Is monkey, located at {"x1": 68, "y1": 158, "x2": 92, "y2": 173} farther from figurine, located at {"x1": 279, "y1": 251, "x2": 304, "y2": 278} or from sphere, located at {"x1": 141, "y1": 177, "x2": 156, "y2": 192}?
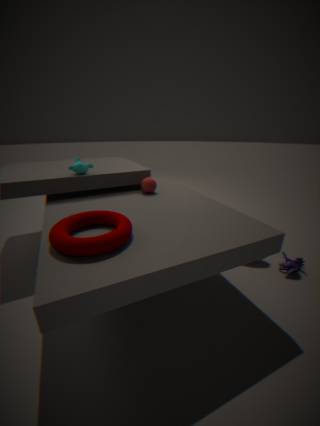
figurine, located at {"x1": 279, "y1": 251, "x2": 304, "y2": 278}
